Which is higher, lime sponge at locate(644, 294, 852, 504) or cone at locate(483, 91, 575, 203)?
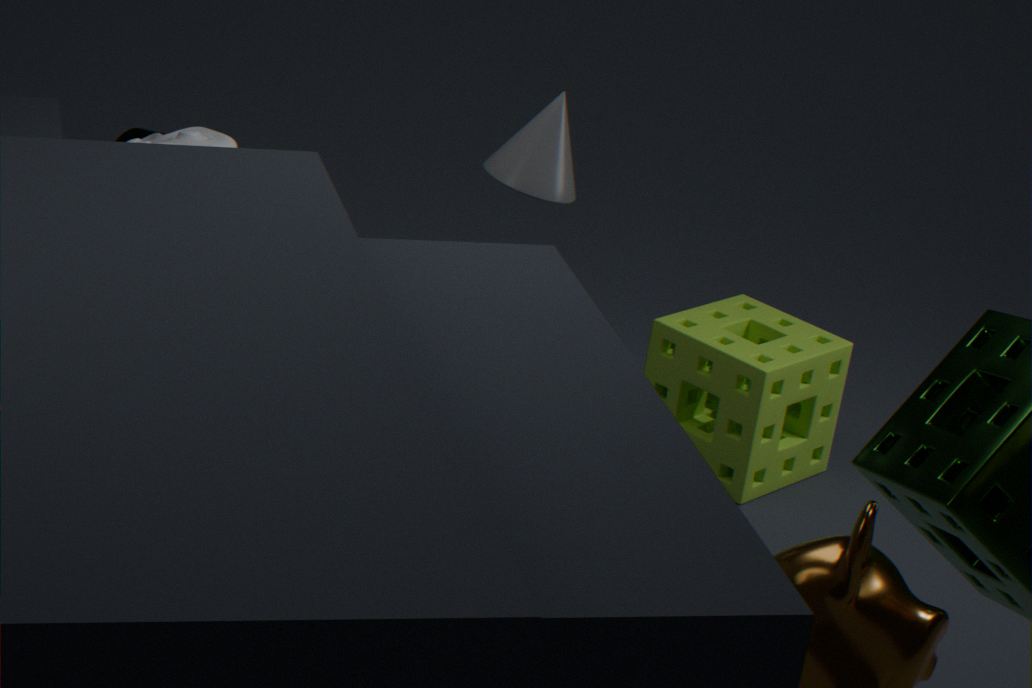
cone at locate(483, 91, 575, 203)
